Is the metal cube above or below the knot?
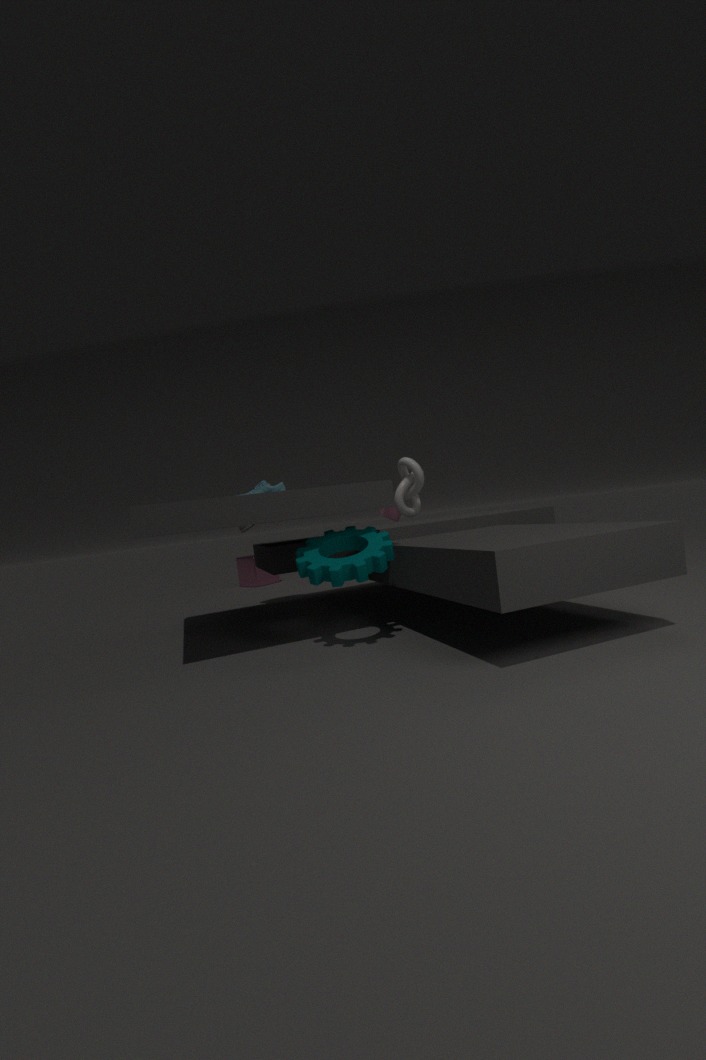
below
